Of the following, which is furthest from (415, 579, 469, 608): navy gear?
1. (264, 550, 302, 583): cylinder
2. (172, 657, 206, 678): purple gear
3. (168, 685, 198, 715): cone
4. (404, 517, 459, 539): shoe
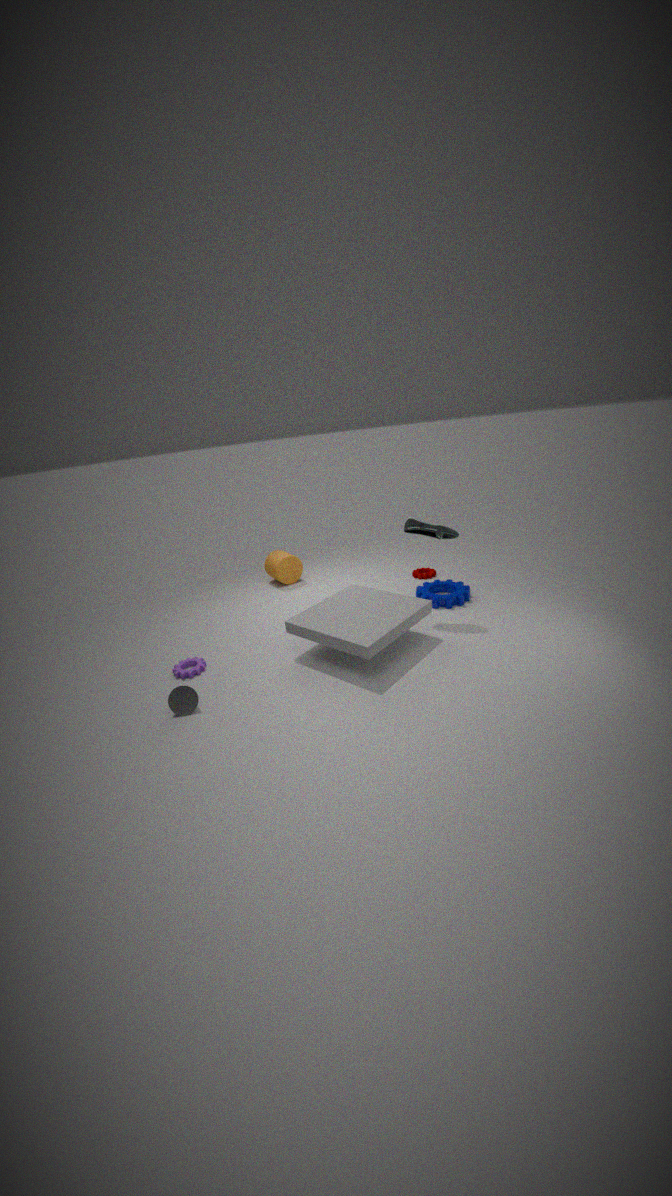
(168, 685, 198, 715): cone
